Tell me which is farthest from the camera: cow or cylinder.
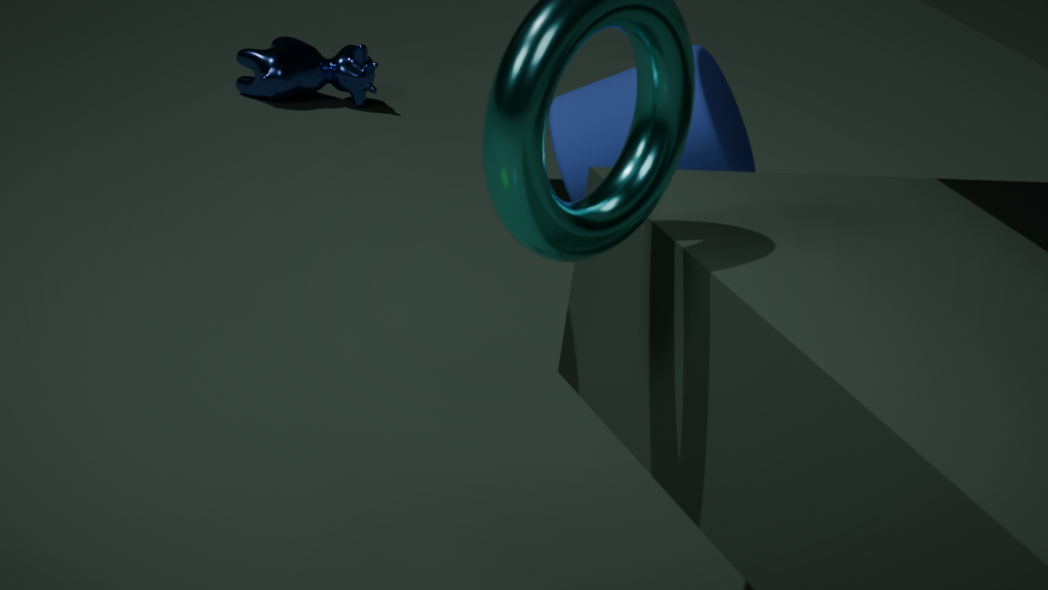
cow
